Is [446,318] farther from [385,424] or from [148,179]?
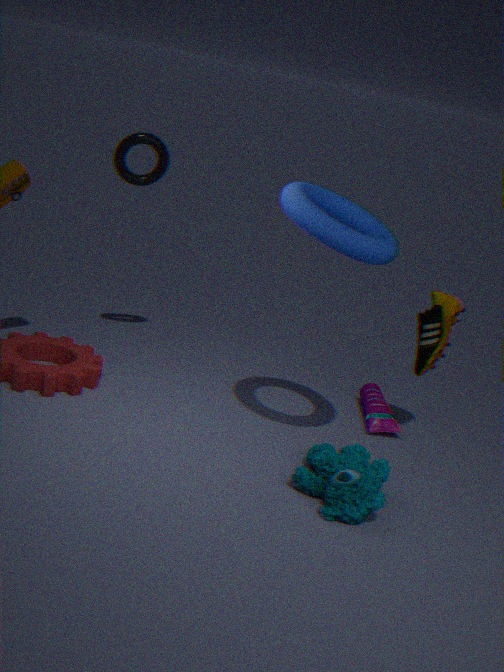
[148,179]
